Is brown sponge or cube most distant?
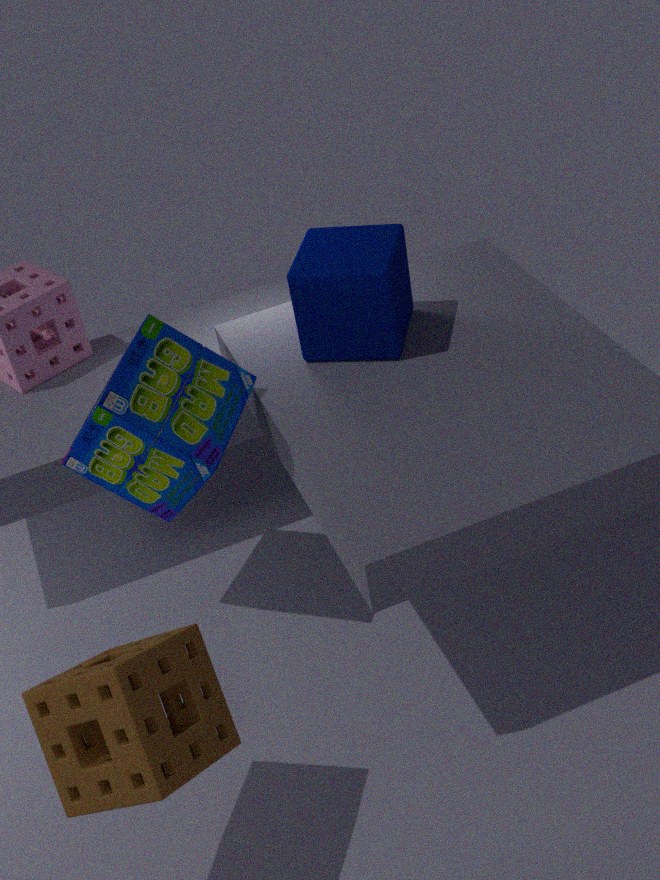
cube
